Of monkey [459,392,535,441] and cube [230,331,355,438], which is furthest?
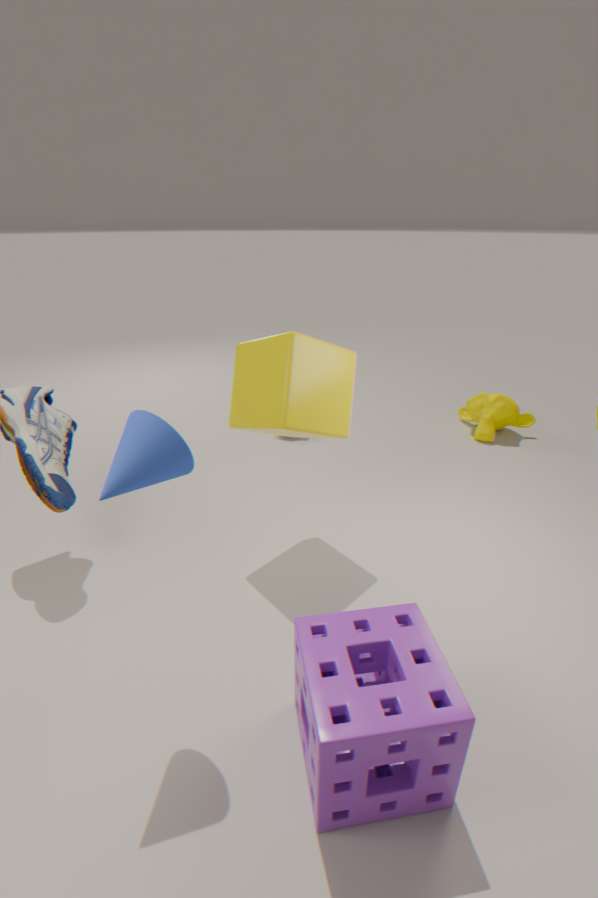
monkey [459,392,535,441]
